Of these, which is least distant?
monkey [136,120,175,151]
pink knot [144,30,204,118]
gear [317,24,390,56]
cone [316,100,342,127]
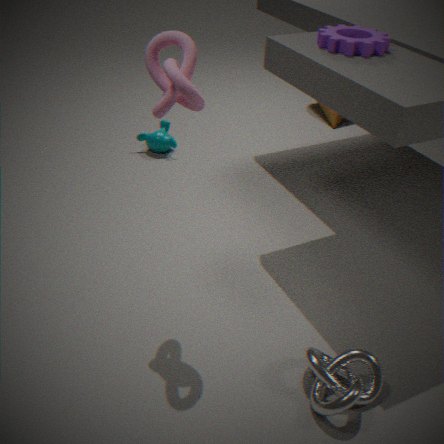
pink knot [144,30,204,118]
